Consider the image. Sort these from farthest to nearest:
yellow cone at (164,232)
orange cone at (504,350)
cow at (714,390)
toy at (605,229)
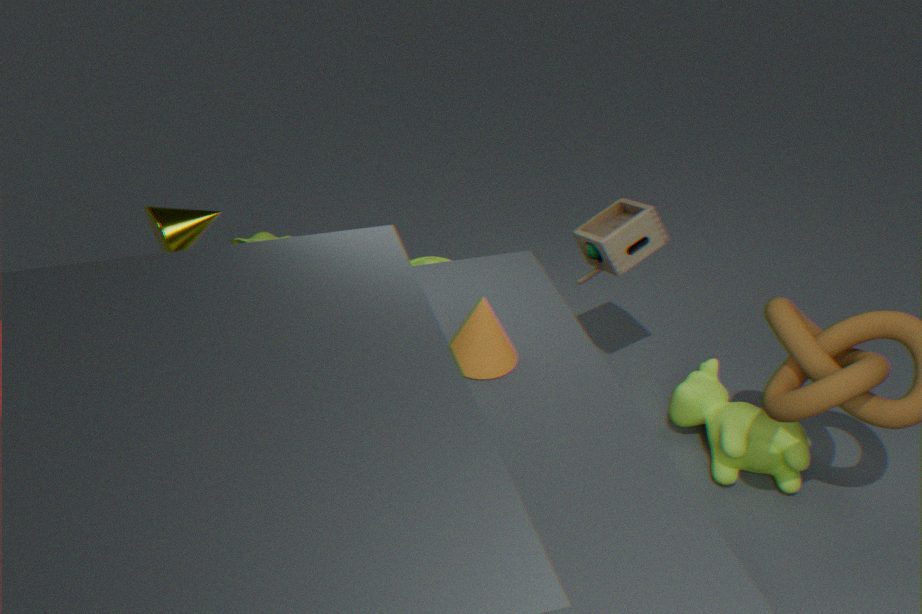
1. toy at (605,229)
2. yellow cone at (164,232)
3. cow at (714,390)
4. orange cone at (504,350)
